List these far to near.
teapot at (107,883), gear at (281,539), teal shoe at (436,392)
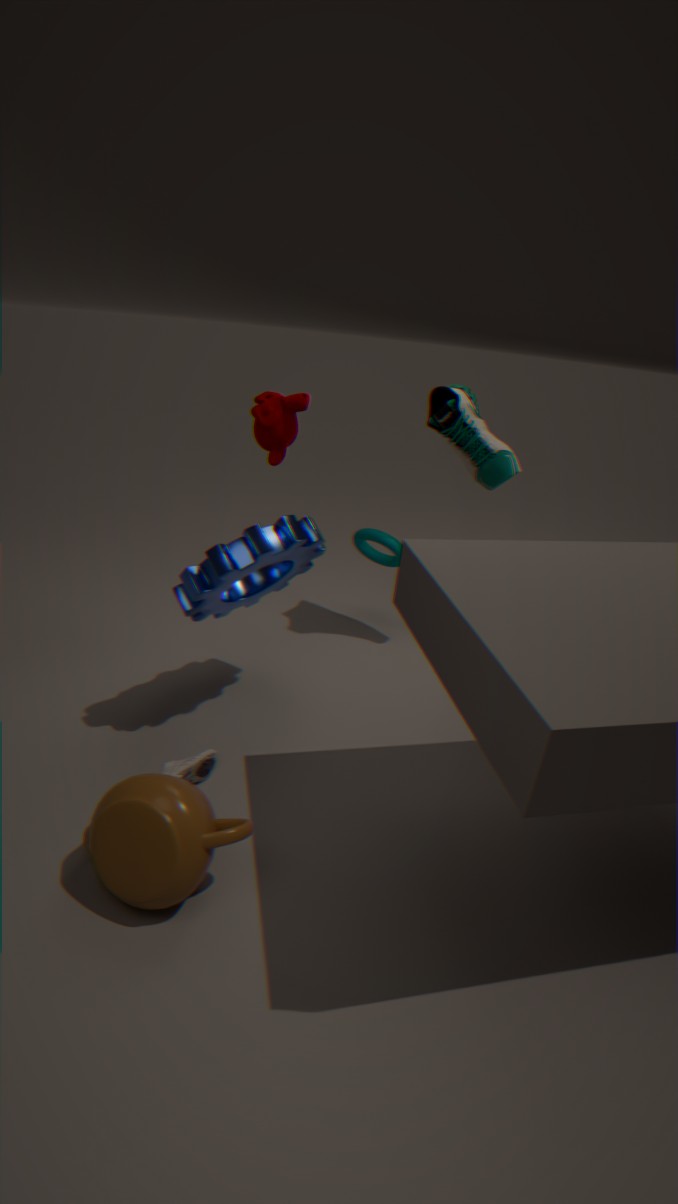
teal shoe at (436,392)
gear at (281,539)
teapot at (107,883)
